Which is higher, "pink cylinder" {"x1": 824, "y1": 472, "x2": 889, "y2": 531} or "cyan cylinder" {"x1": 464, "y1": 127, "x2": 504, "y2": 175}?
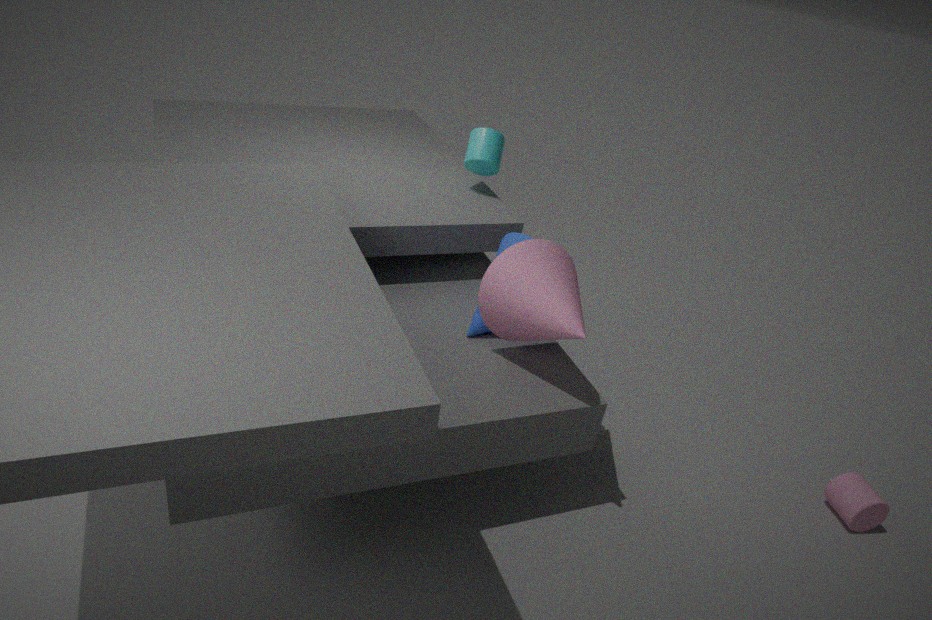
"cyan cylinder" {"x1": 464, "y1": 127, "x2": 504, "y2": 175}
